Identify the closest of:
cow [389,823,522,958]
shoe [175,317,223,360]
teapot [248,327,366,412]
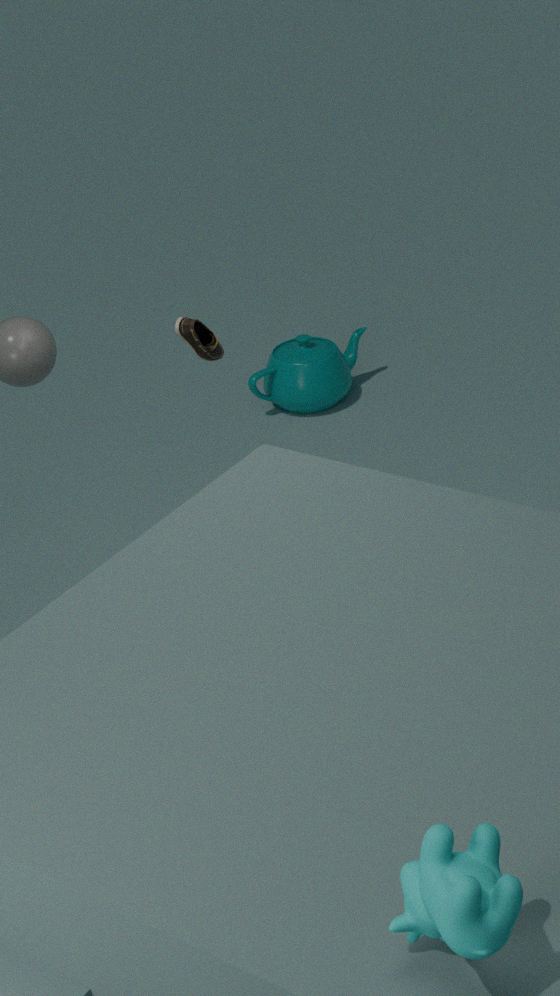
cow [389,823,522,958]
